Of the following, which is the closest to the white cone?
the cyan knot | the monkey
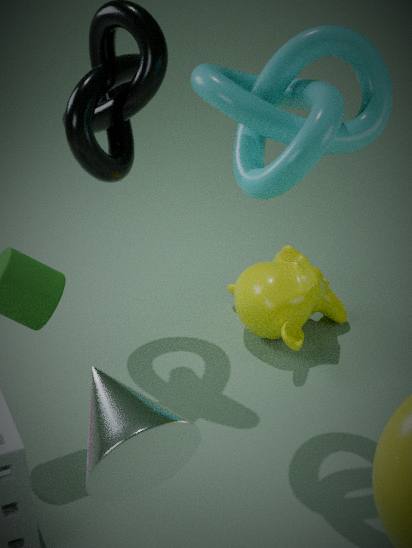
the cyan knot
